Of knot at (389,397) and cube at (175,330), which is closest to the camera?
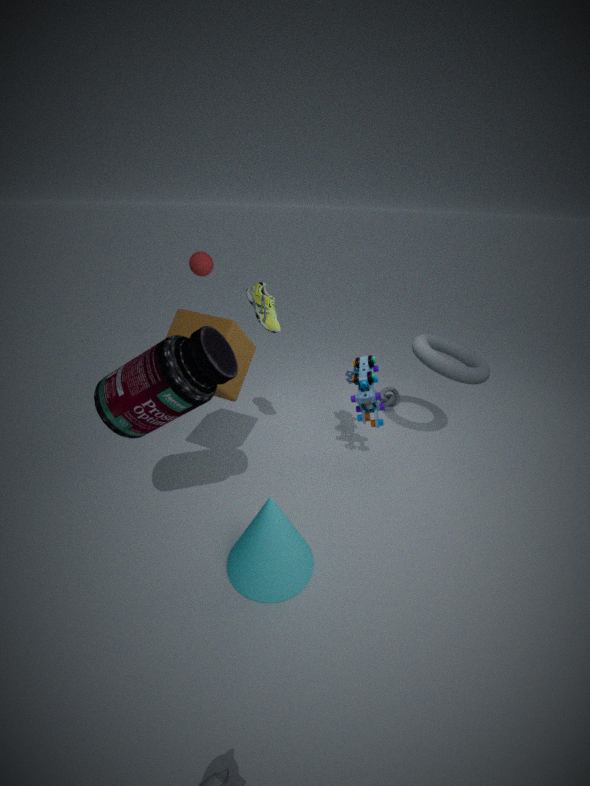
cube at (175,330)
